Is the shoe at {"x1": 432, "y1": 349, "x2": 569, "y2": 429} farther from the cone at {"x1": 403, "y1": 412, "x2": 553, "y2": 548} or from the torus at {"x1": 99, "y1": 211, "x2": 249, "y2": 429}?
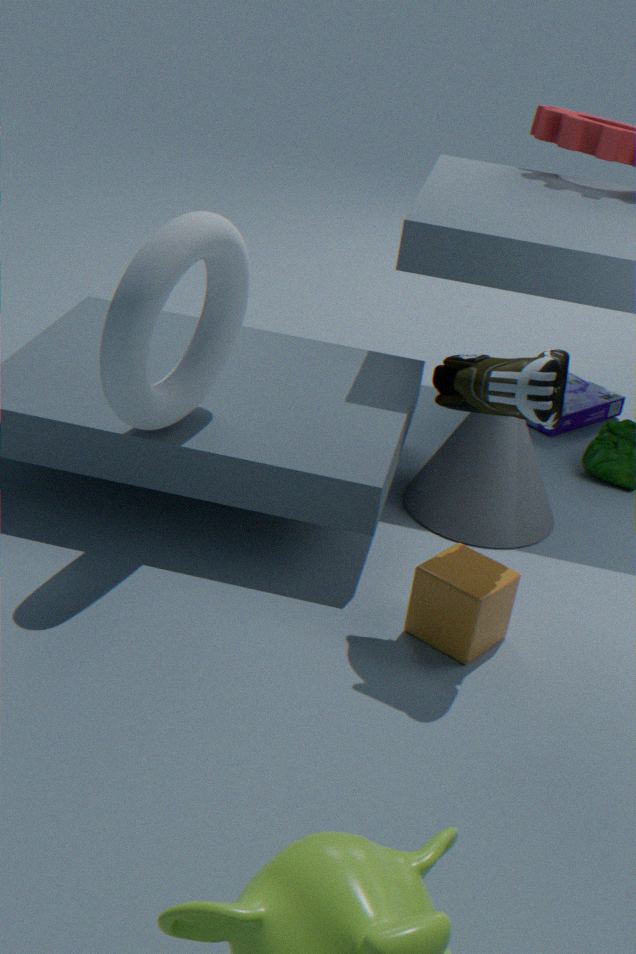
the torus at {"x1": 99, "y1": 211, "x2": 249, "y2": 429}
